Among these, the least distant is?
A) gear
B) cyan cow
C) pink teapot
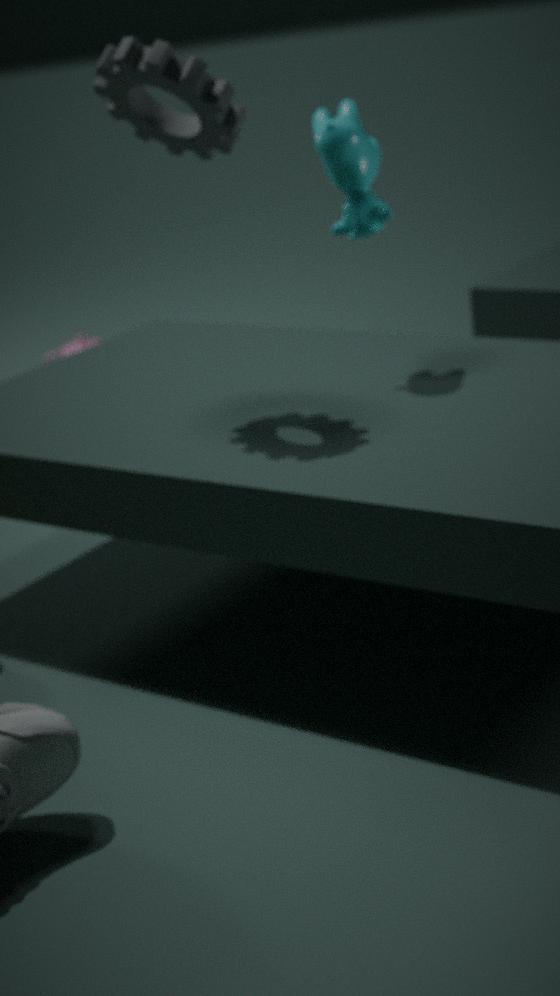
A. gear
